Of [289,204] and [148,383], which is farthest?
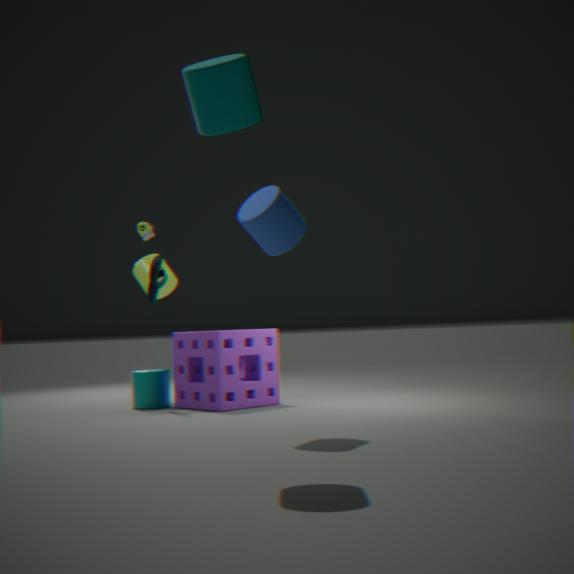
[148,383]
